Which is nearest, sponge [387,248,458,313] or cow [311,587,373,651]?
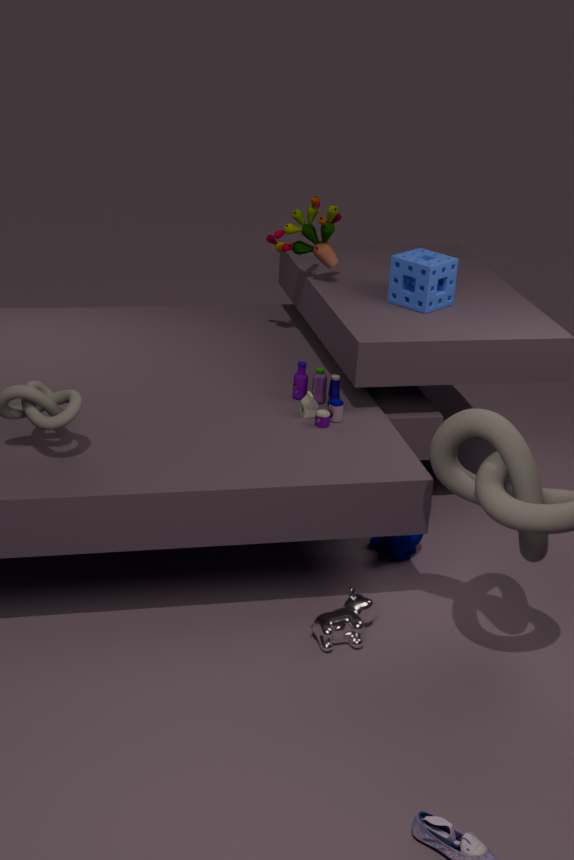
cow [311,587,373,651]
